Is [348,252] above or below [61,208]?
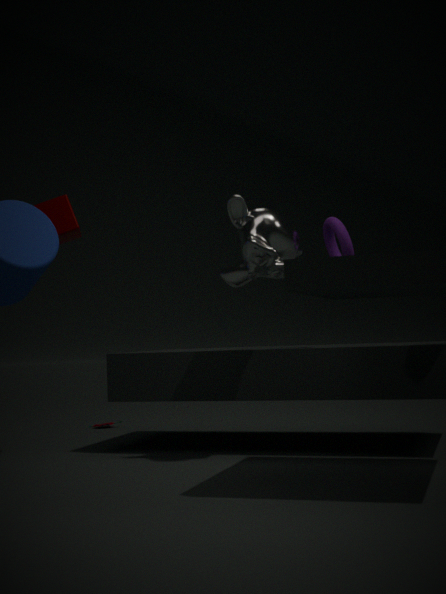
below
